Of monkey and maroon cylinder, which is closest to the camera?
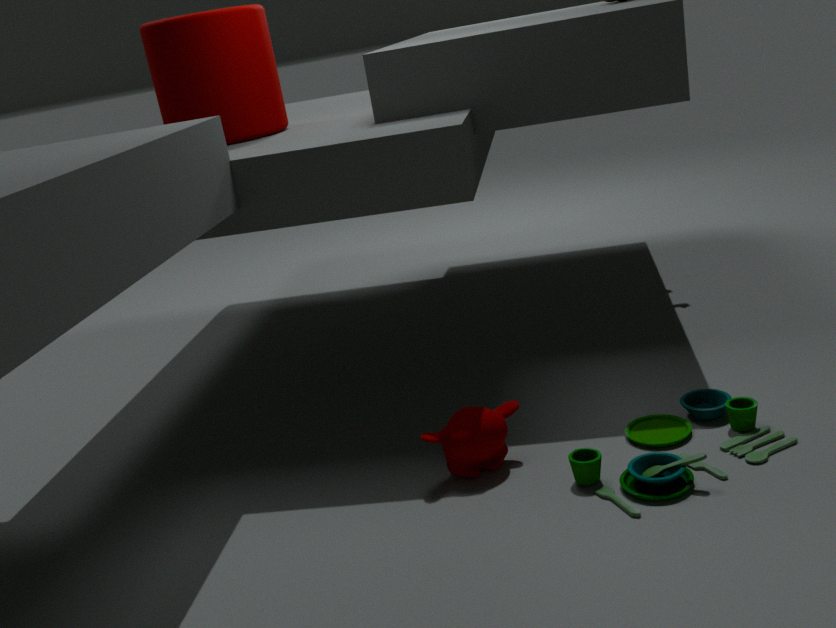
monkey
